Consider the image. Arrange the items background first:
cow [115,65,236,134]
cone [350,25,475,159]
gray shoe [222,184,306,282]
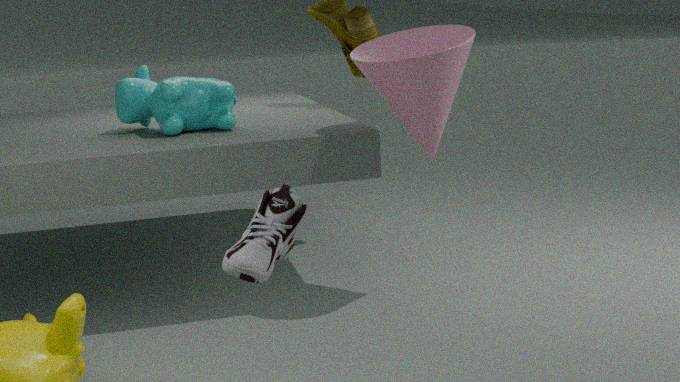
cow [115,65,236,134] < cone [350,25,475,159] < gray shoe [222,184,306,282]
